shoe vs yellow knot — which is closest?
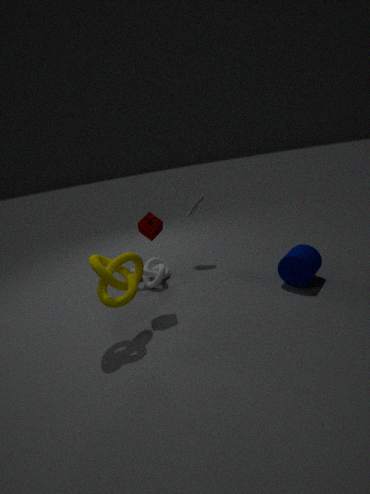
yellow knot
